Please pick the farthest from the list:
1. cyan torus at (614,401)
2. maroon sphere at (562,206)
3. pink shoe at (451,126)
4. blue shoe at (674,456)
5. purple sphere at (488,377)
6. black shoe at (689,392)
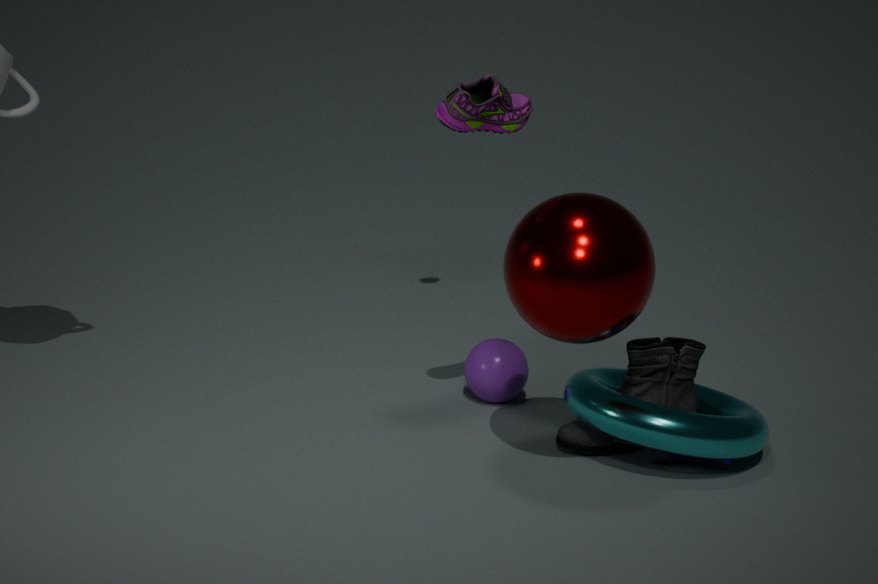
purple sphere at (488,377)
